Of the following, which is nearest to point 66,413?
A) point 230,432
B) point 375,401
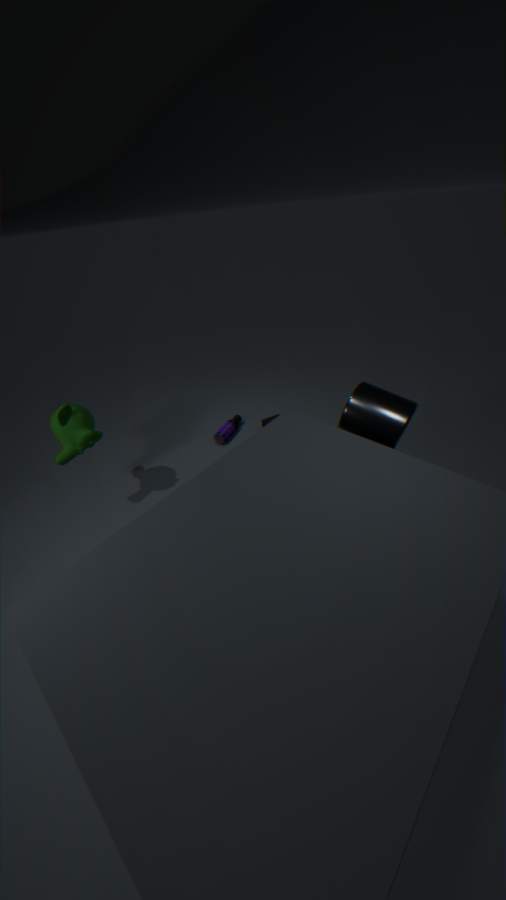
point 230,432
